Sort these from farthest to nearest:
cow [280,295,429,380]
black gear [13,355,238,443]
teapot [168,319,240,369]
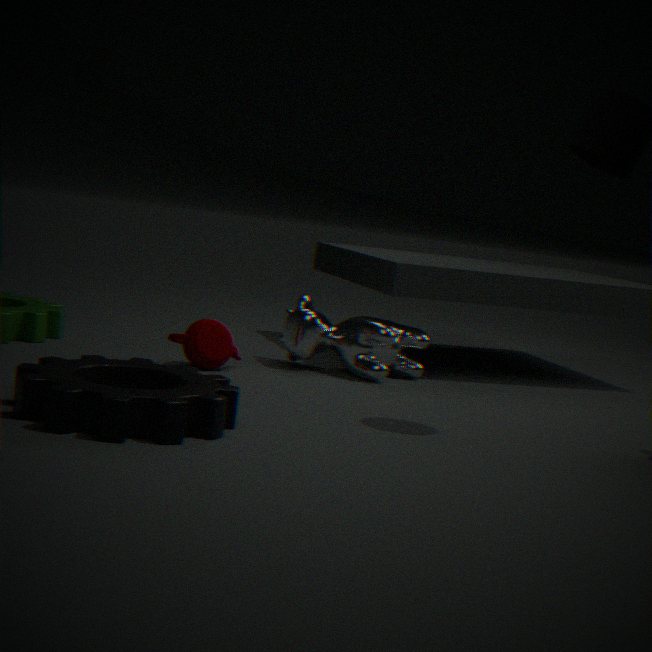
cow [280,295,429,380]
teapot [168,319,240,369]
black gear [13,355,238,443]
